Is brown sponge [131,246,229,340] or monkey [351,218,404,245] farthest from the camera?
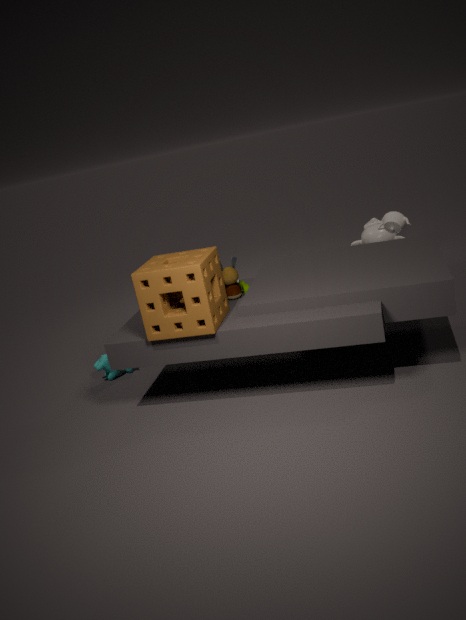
monkey [351,218,404,245]
